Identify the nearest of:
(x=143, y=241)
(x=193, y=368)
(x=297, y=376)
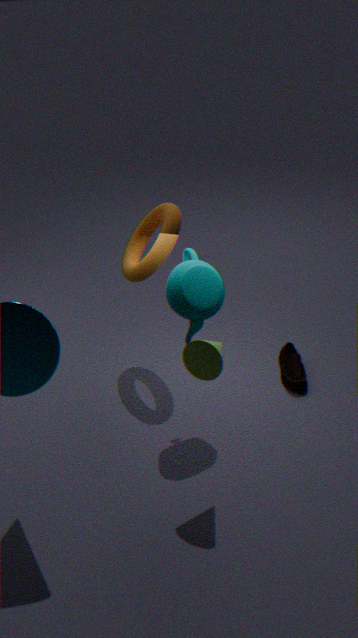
(x=193, y=368)
